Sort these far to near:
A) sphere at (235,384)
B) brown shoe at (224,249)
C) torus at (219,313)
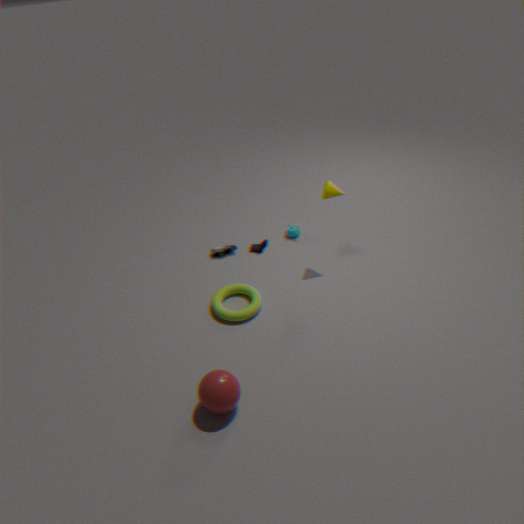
brown shoe at (224,249) < torus at (219,313) < sphere at (235,384)
